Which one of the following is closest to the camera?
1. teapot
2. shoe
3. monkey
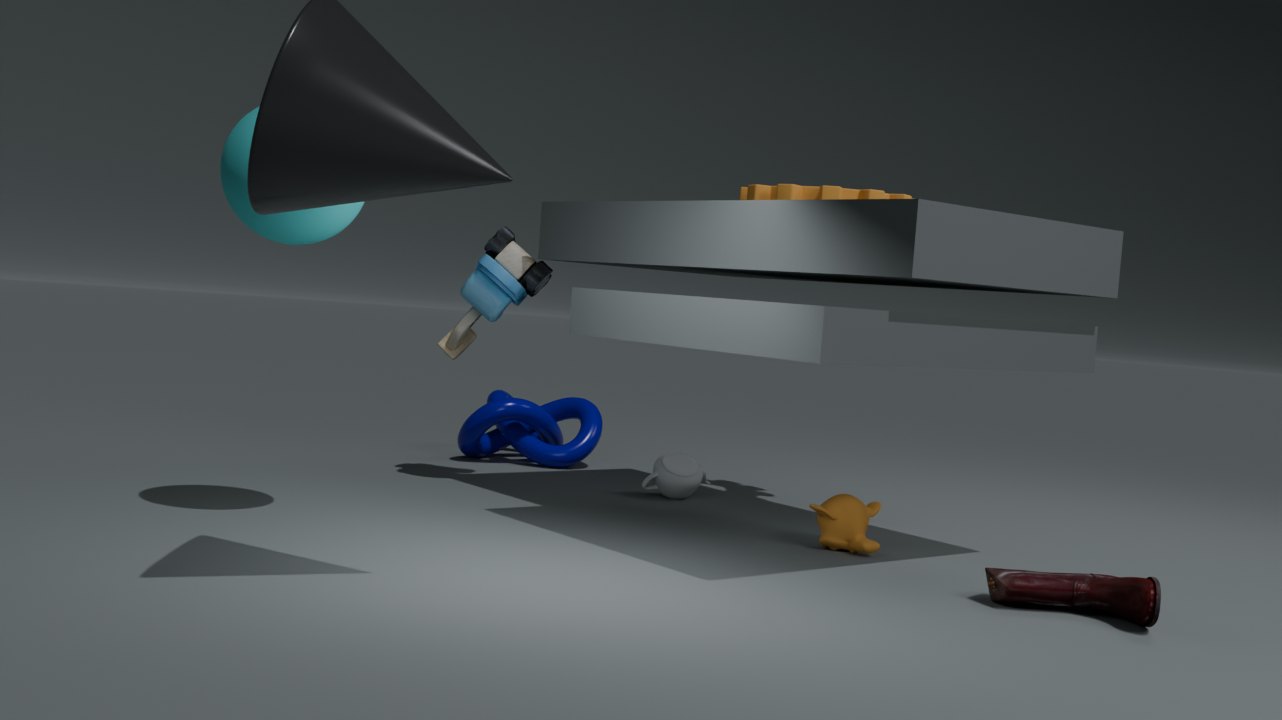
shoe
